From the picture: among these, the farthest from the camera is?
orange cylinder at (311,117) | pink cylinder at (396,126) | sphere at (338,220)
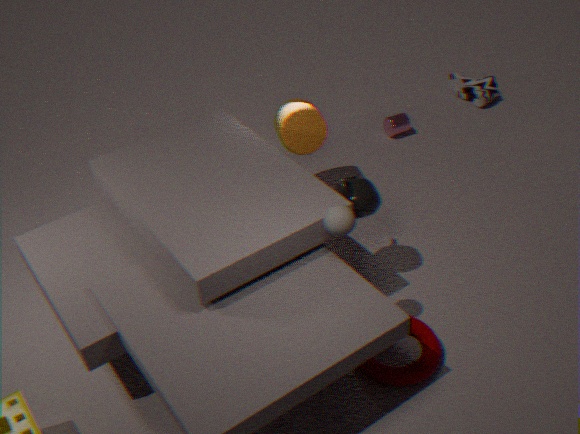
pink cylinder at (396,126)
